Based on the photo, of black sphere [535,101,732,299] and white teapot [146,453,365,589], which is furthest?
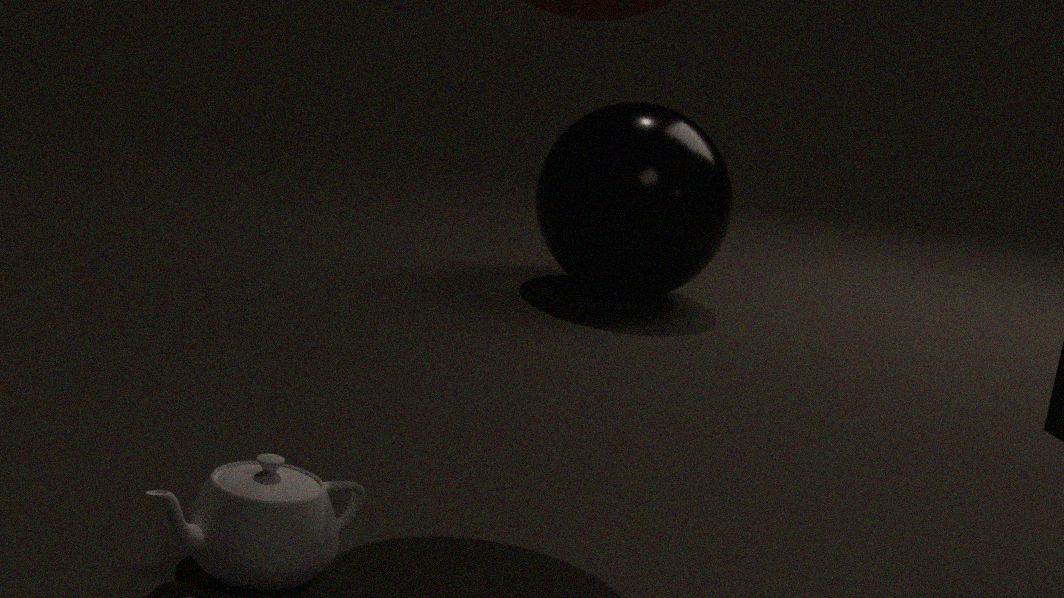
black sphere [535,101,732,299]
